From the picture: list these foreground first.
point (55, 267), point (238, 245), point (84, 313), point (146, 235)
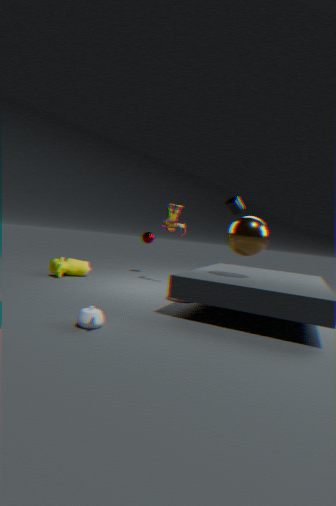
point (84, 313) → point (238, 245) → point (55, 267) → point (146, 235)
